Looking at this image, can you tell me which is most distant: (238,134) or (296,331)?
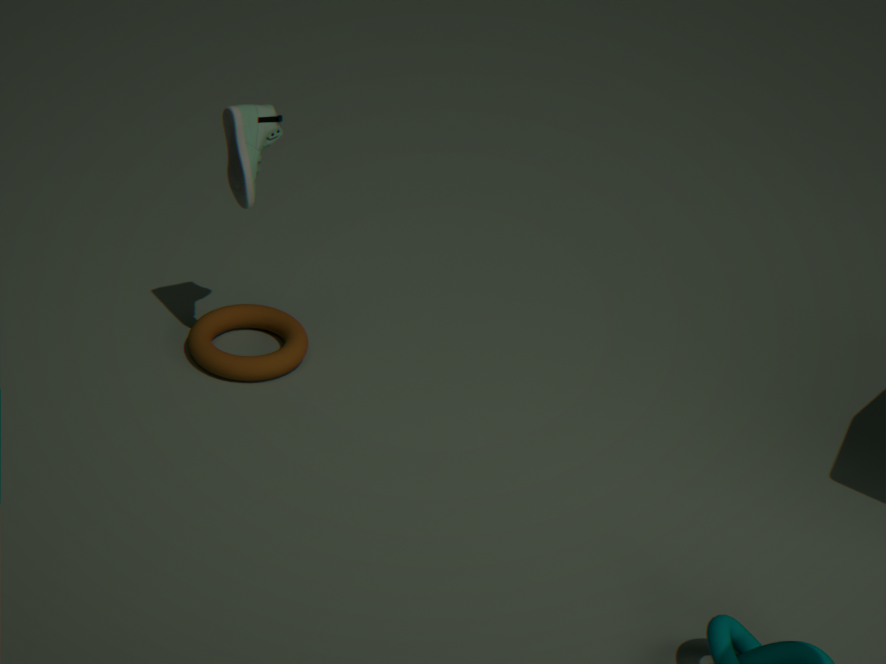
(296,331)
